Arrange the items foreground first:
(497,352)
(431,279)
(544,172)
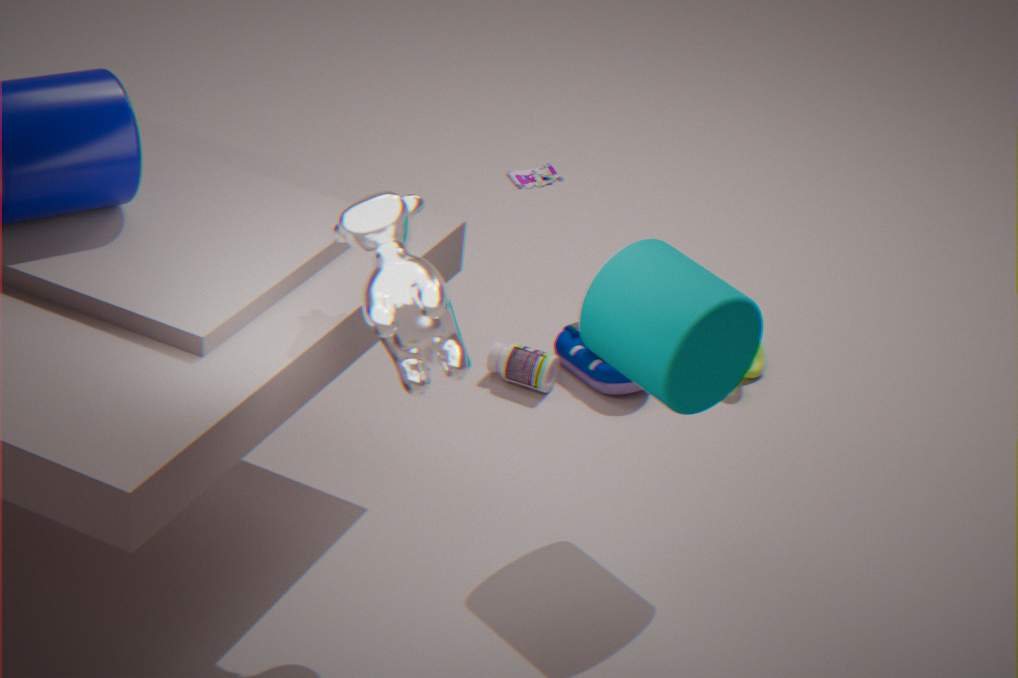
(431,279)
(497,352)
(544,172)
